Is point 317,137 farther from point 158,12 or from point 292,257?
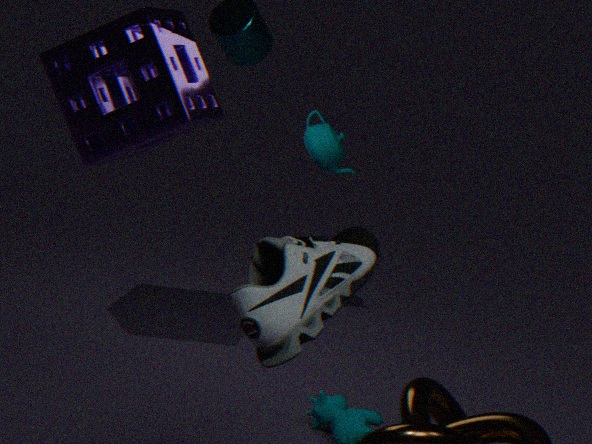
point 292,257
